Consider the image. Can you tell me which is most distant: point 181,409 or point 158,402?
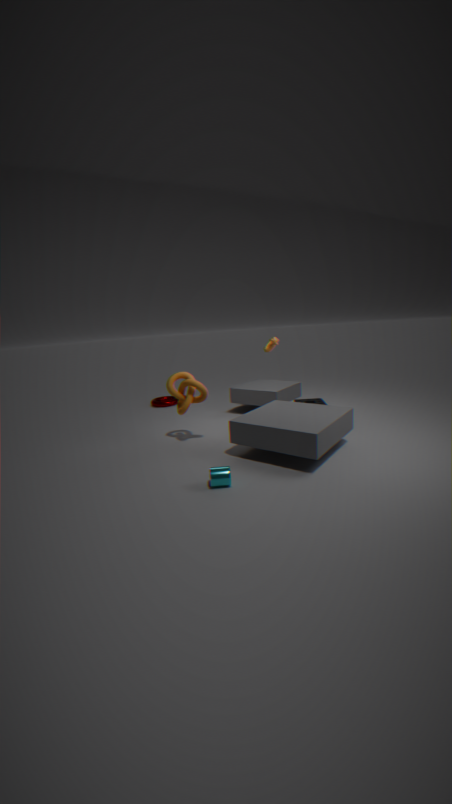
point 158,402
